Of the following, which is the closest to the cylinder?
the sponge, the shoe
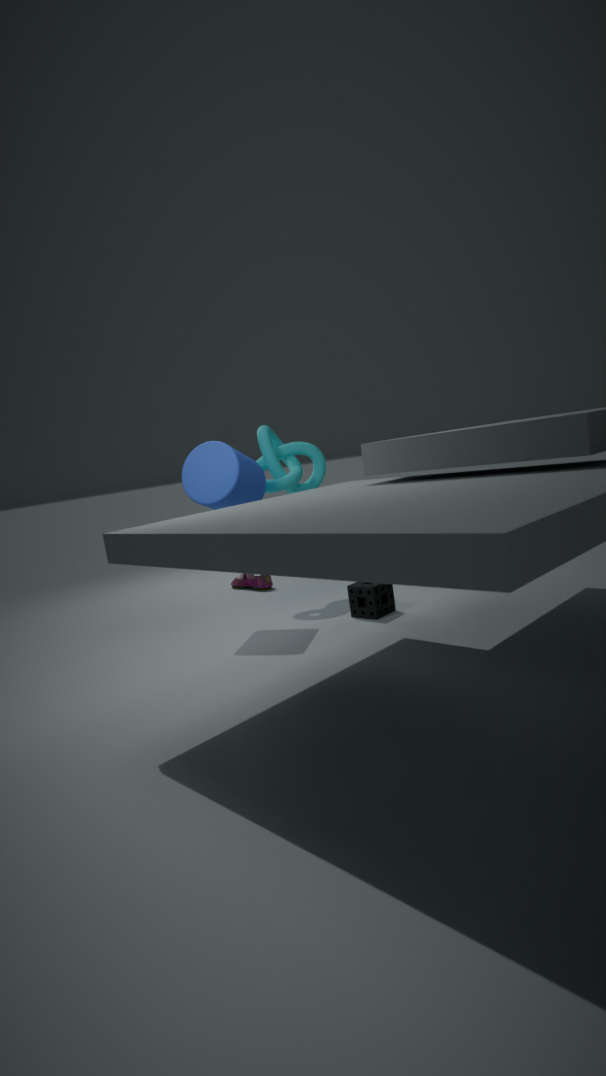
the sponge
